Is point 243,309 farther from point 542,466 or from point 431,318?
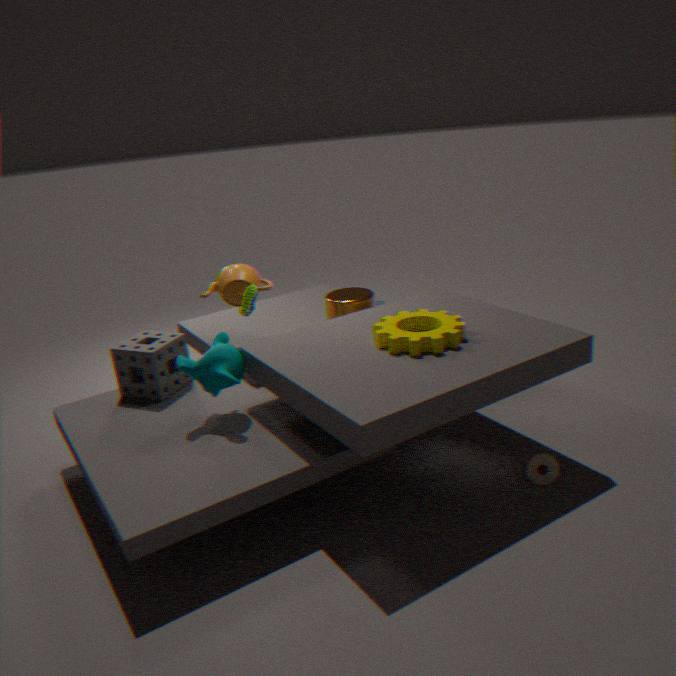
point 542,466
